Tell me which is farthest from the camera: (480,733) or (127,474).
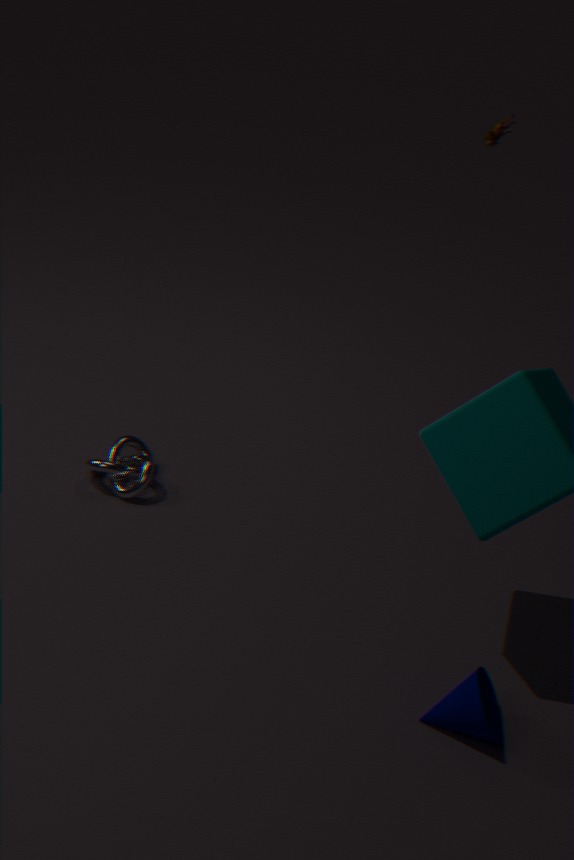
(127,474)
